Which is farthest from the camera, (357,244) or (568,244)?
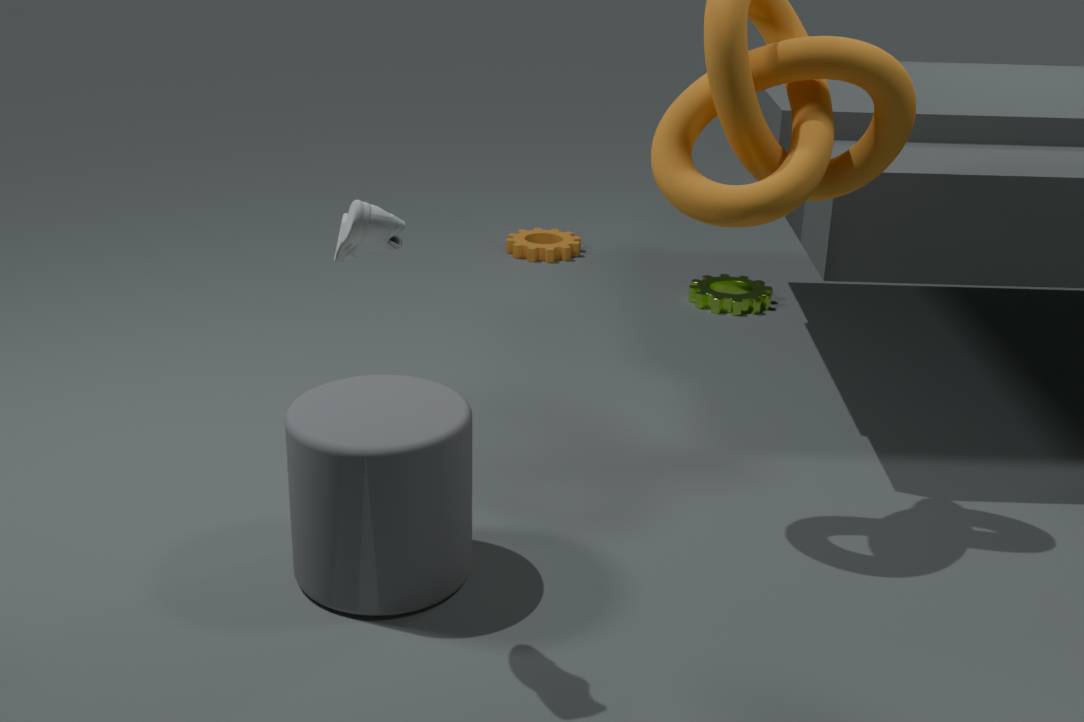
(568,244)
